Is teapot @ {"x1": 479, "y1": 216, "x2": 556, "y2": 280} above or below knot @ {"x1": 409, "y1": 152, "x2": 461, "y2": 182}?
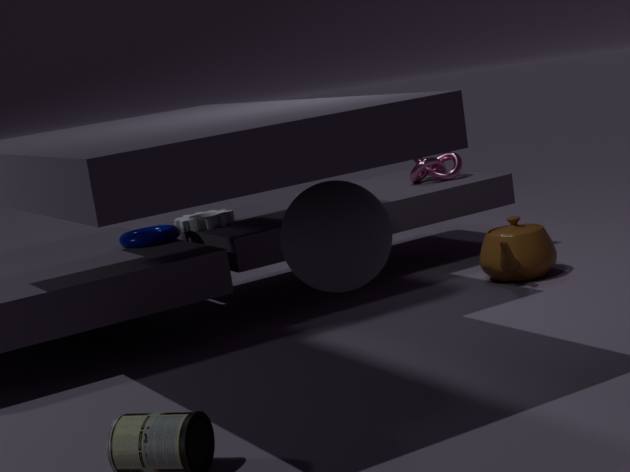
below
